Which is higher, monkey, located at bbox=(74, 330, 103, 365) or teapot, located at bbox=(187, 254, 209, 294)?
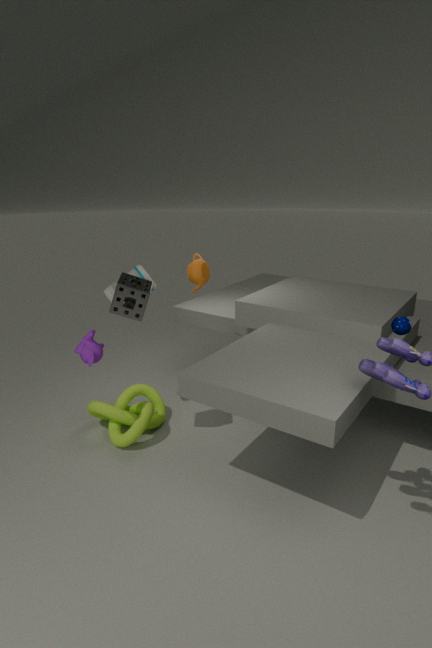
teapot, located at bbox=(187, 254, 209, 294)
